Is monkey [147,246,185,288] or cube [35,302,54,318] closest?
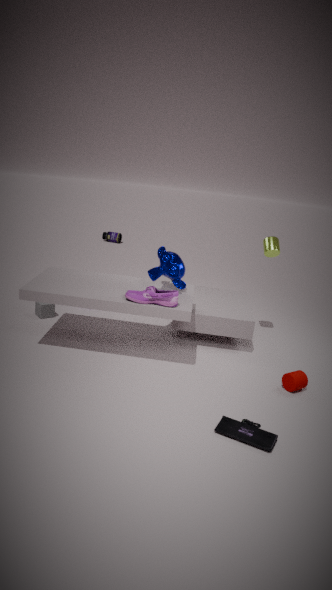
monkey [147,246,185,288]
